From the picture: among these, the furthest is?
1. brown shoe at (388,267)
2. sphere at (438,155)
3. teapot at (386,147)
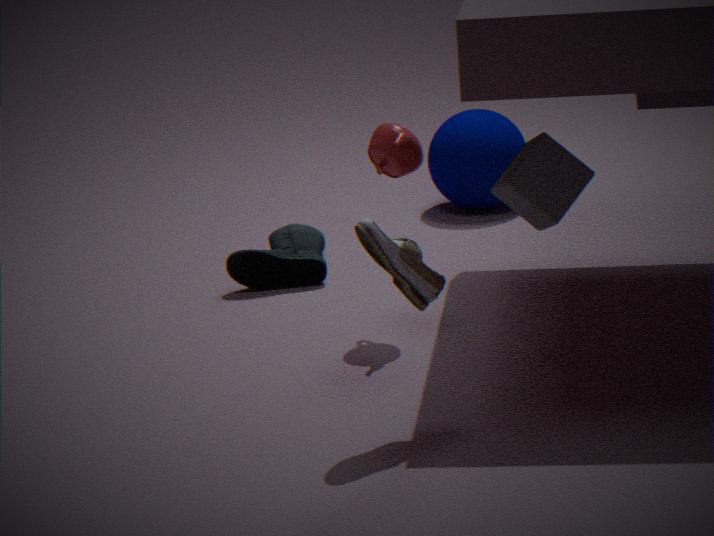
sphere at (438,155)
